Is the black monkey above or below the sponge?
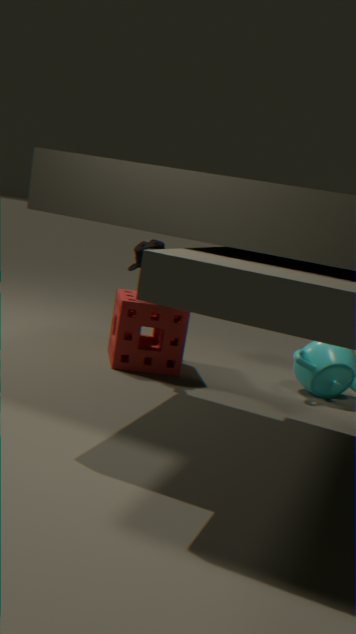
above
